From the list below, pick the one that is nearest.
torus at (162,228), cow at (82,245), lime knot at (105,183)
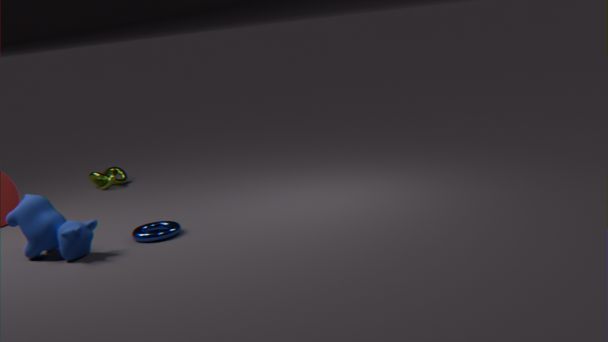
cow at (82,245)
